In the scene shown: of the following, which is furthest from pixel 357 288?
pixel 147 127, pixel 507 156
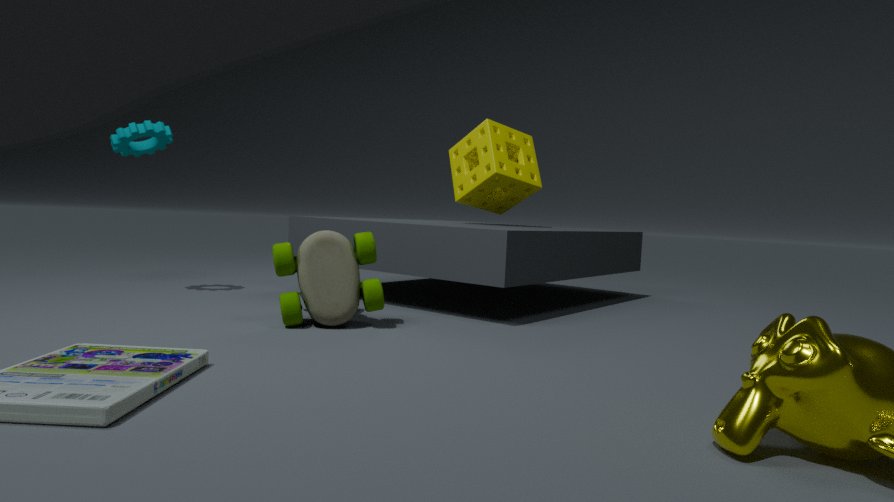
pixel 507 156
